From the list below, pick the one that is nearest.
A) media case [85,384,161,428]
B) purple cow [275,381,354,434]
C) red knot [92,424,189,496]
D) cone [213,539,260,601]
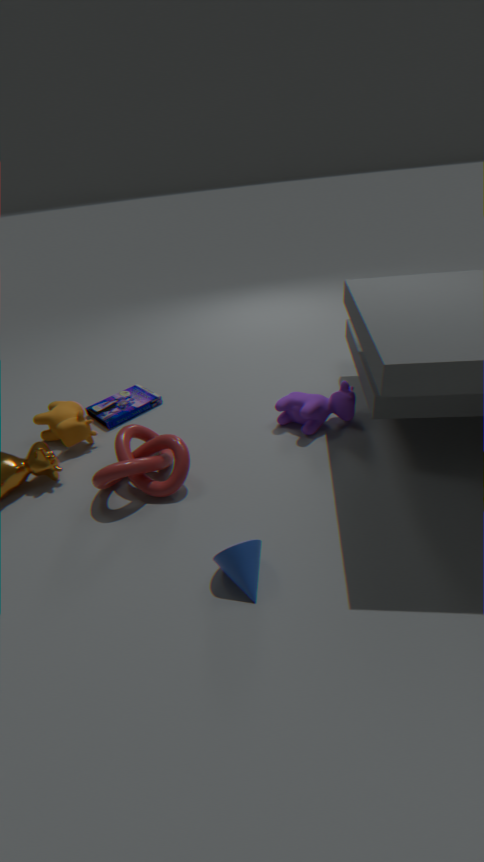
cone [213,539,260,601]
